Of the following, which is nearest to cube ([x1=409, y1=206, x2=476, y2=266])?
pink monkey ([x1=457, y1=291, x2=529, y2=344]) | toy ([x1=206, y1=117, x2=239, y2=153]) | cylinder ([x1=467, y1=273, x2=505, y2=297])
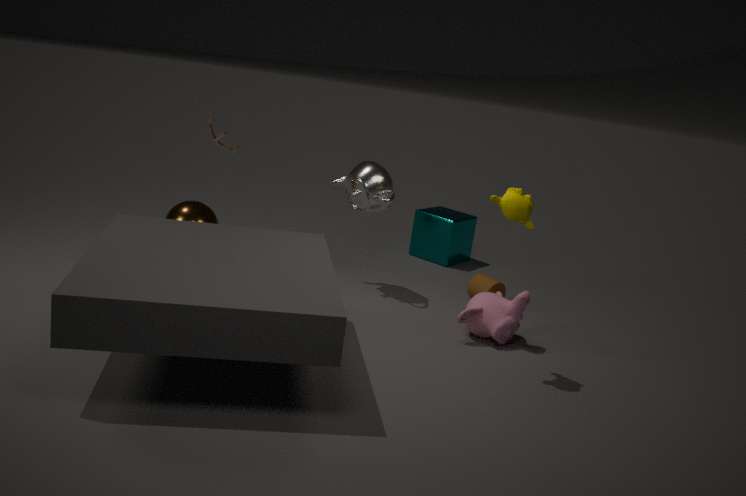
cylinder ([x1=467, y1=273, x2=505, y2=297])
